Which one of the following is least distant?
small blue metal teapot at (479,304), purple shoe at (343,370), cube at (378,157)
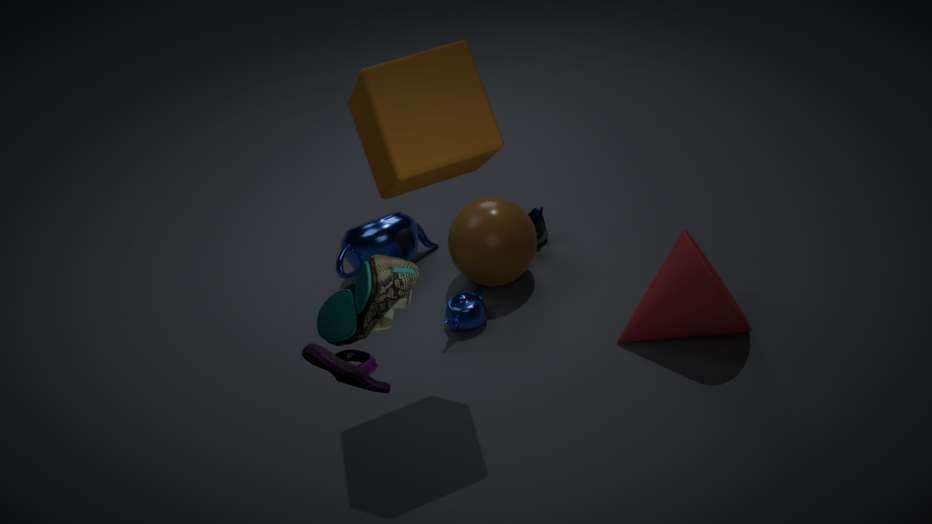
purple shoe at (343,370)
